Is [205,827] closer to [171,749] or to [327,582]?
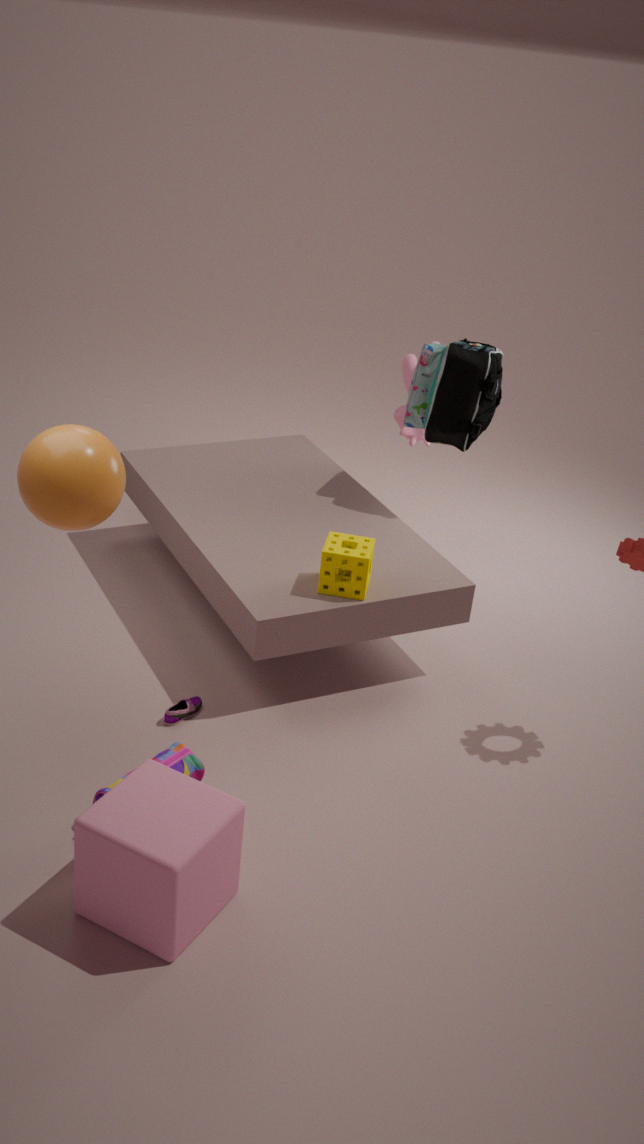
[171,749]
